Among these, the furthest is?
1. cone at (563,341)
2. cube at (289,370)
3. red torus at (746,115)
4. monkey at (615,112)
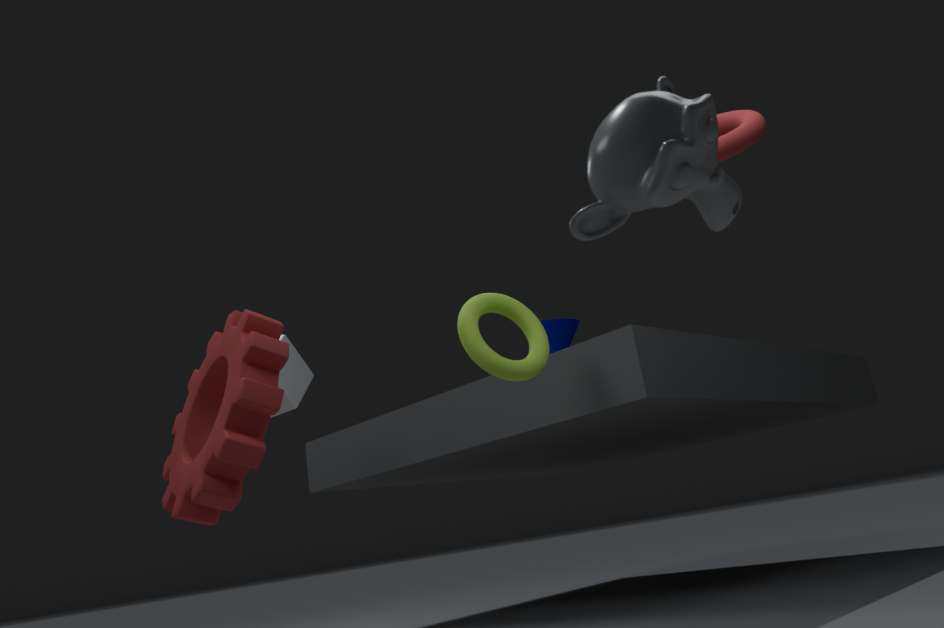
cone at (563,341)
